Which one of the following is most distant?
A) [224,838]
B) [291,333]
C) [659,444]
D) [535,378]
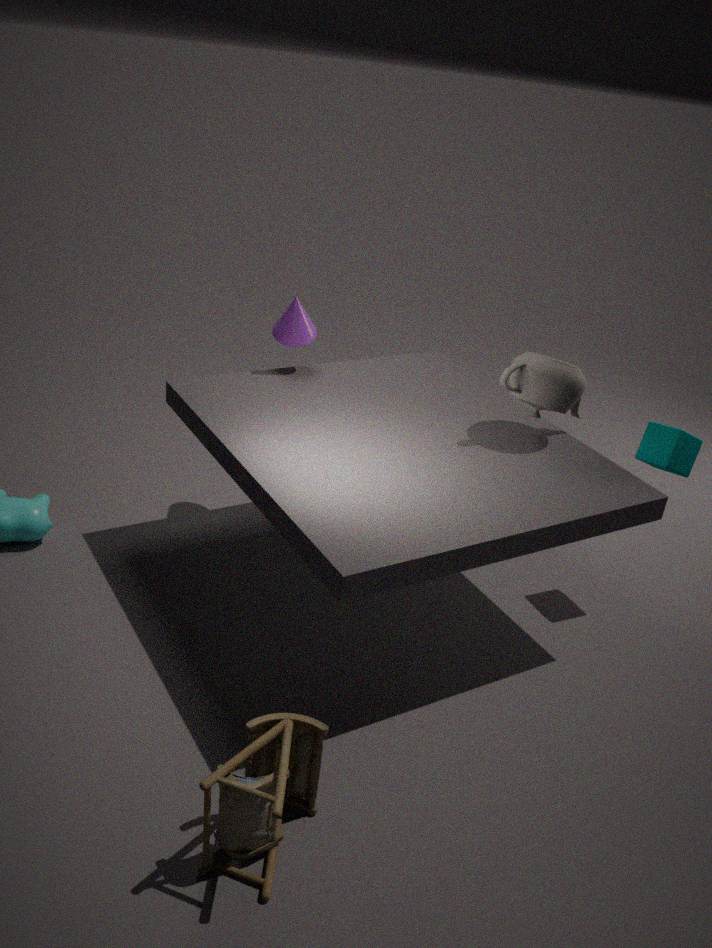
[291,333]
